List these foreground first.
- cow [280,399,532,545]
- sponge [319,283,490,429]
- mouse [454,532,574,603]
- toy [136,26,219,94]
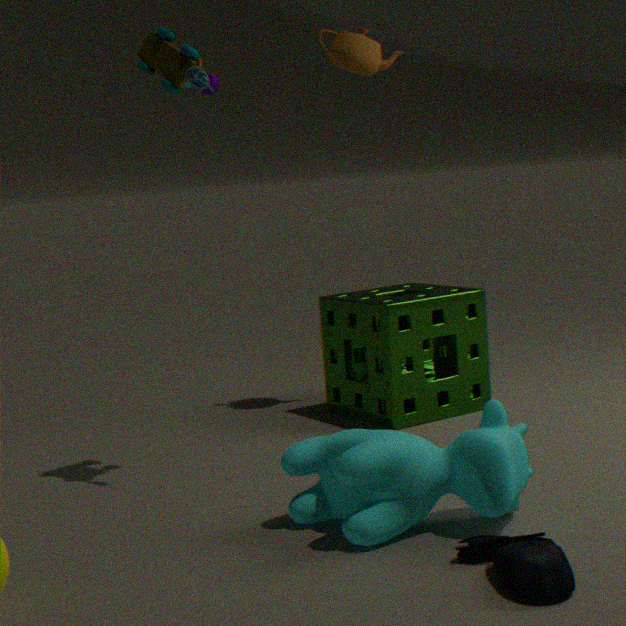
1. mouse [454,532,574,603]
2. cow [280,399,532,545]
3. toy [136,26,219,94]
4. sponge [319,283,490,429]
